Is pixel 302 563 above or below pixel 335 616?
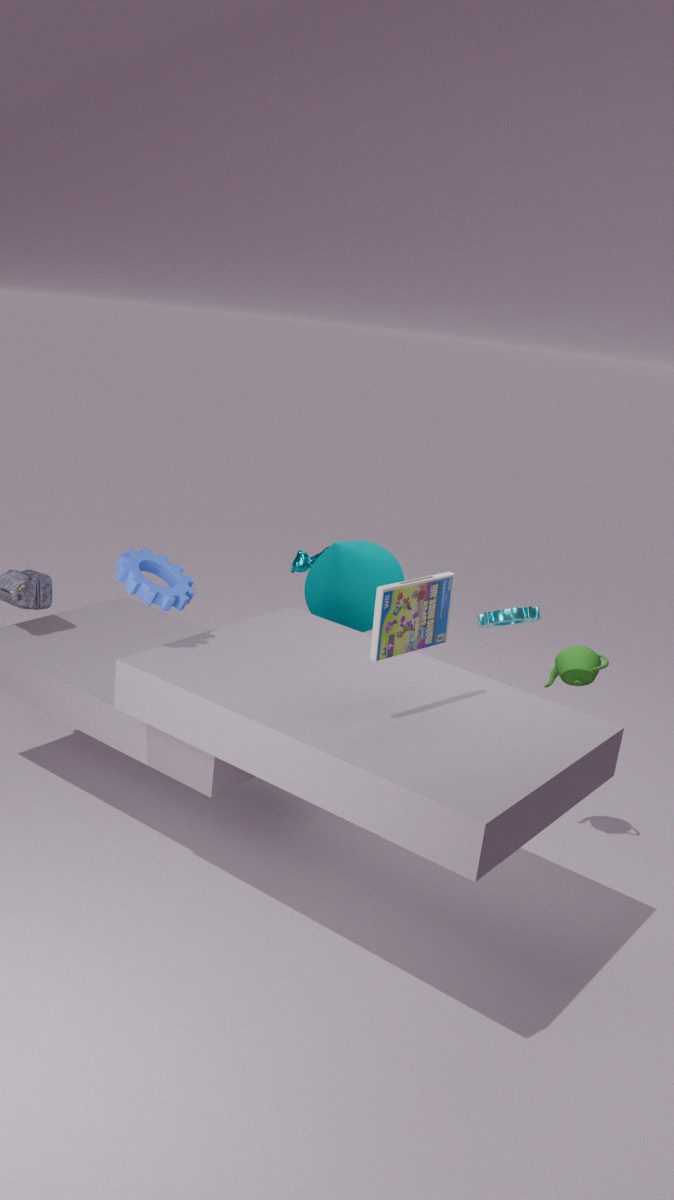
below
